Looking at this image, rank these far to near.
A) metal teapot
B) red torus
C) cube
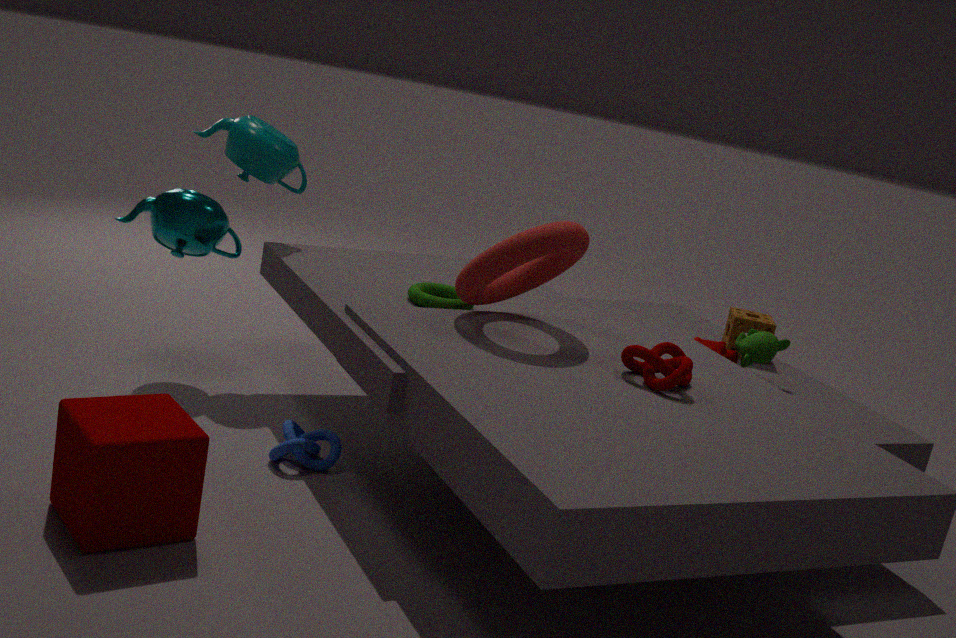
metal teapot, red torus, cube
